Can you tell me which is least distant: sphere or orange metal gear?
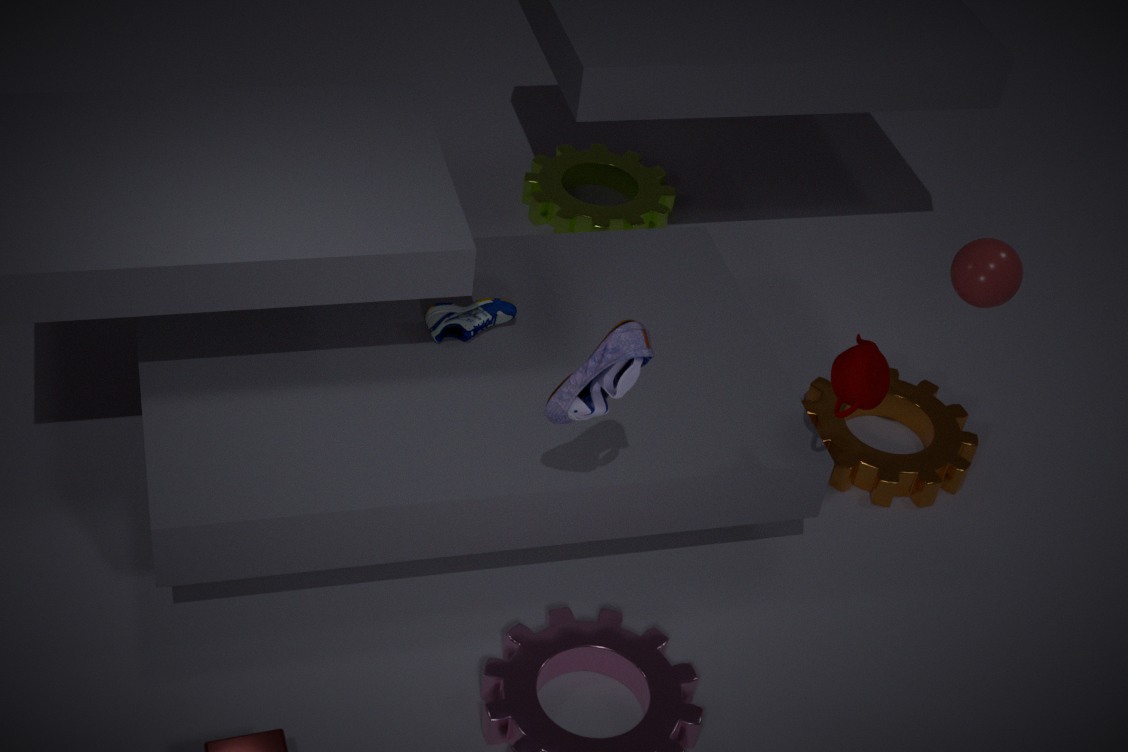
sphere
